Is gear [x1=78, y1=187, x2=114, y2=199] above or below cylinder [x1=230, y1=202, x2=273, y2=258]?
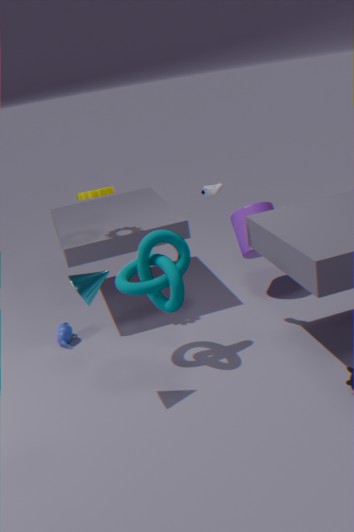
above
